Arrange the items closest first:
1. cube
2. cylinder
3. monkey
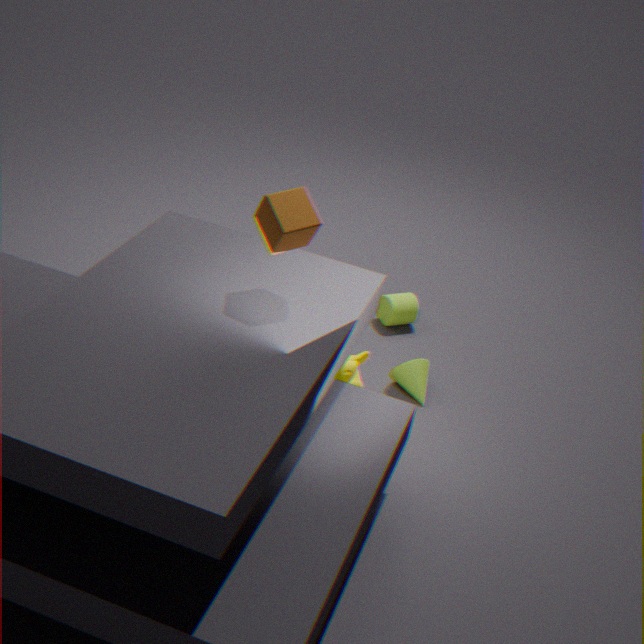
cube, monkey, cylinder
